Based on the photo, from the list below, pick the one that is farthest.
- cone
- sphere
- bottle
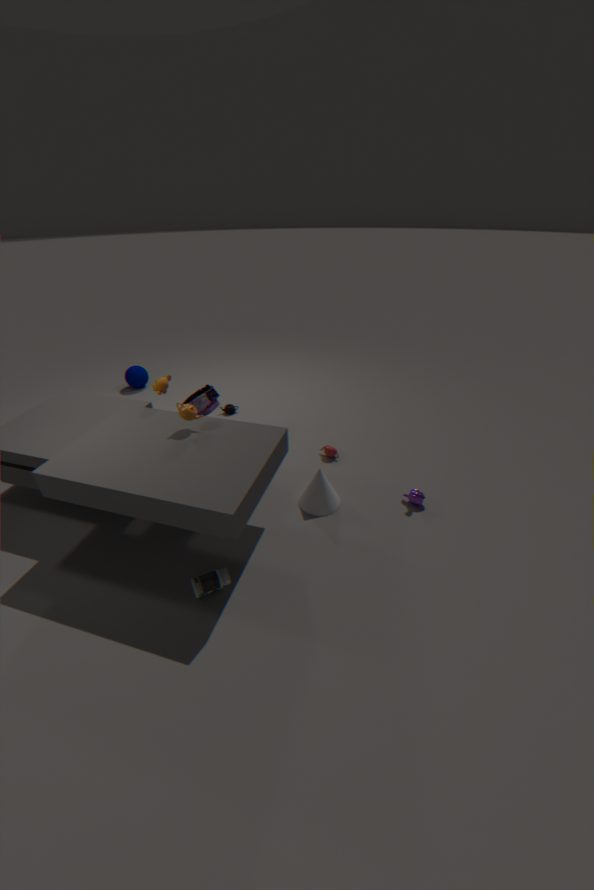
sphere
